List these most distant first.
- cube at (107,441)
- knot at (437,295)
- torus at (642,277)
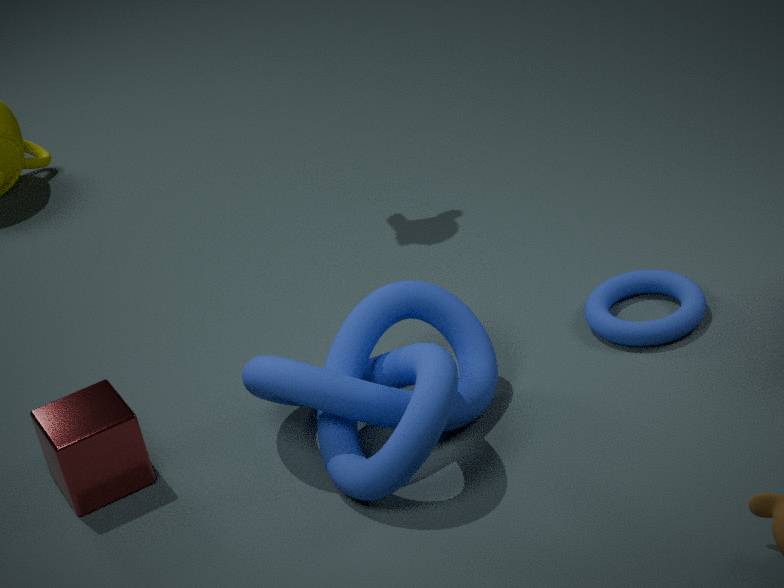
torus at (642,277) < cube at (107,441) < knot at (437,295)
